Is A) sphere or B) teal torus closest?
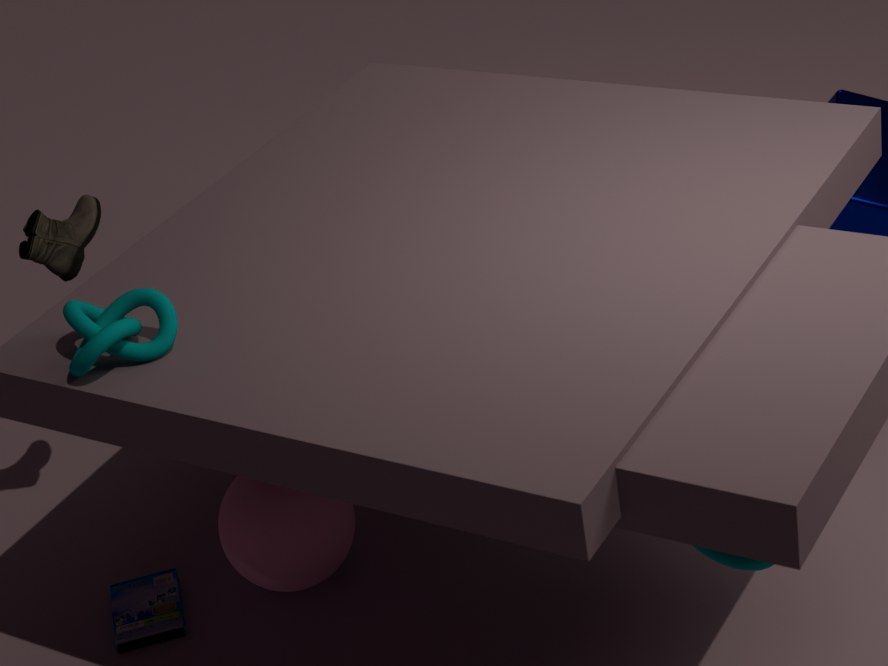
B. teal torus
